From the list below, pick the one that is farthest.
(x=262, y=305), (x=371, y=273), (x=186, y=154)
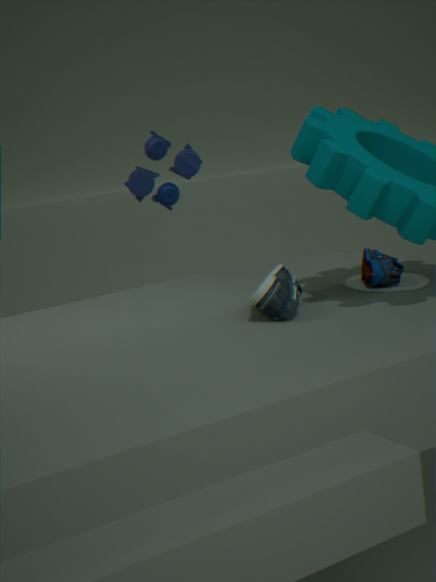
(x=186, y=154)
